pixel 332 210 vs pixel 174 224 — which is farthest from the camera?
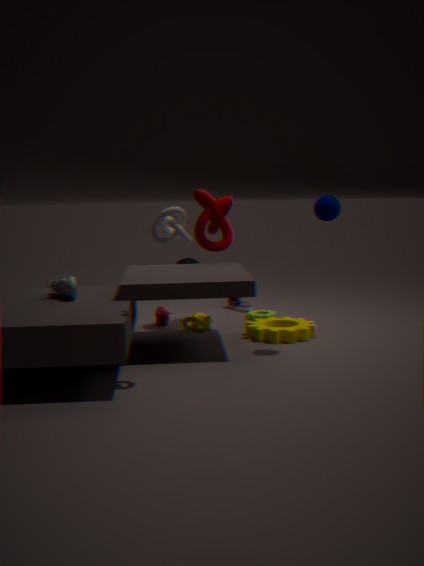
pixel 332 210
